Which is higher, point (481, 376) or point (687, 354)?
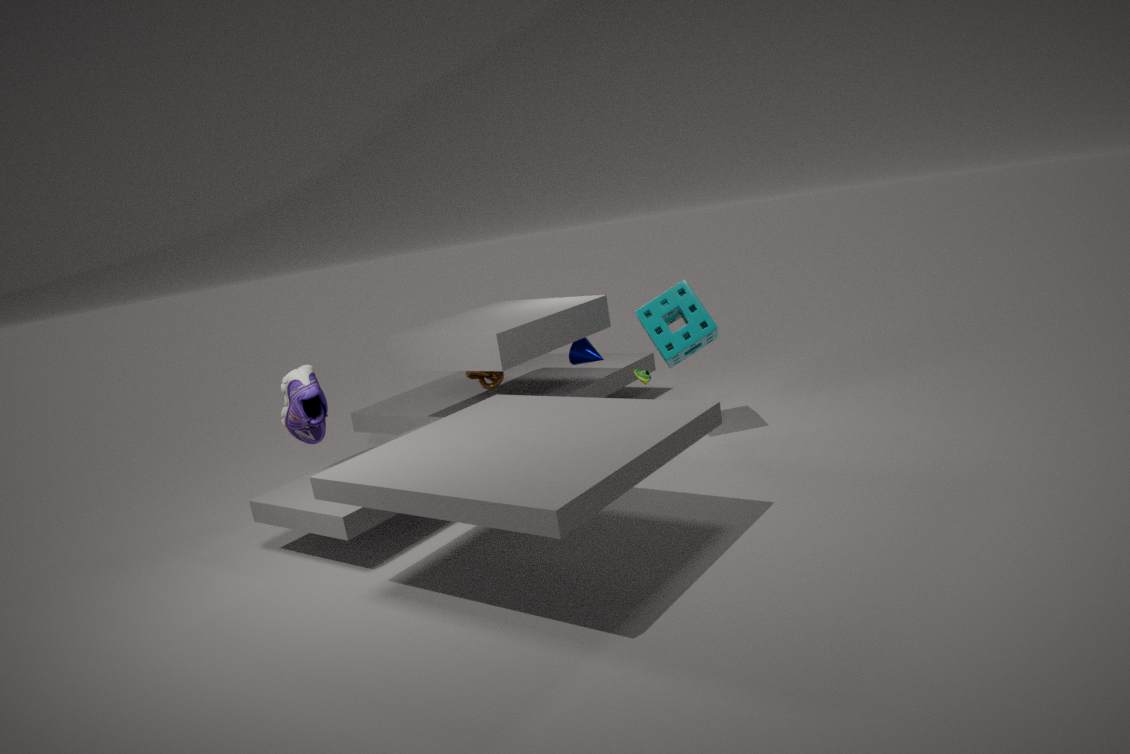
point (687, 354)
